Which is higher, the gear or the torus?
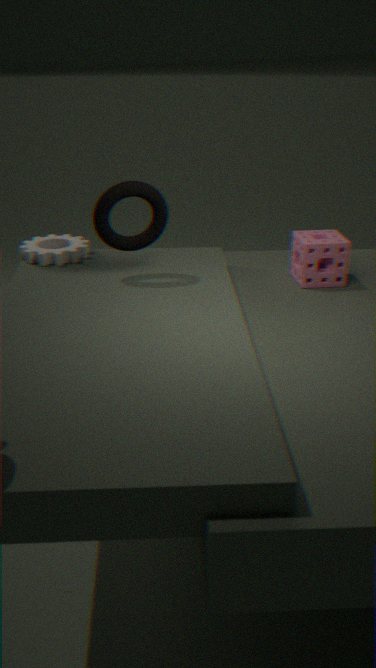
the torus
